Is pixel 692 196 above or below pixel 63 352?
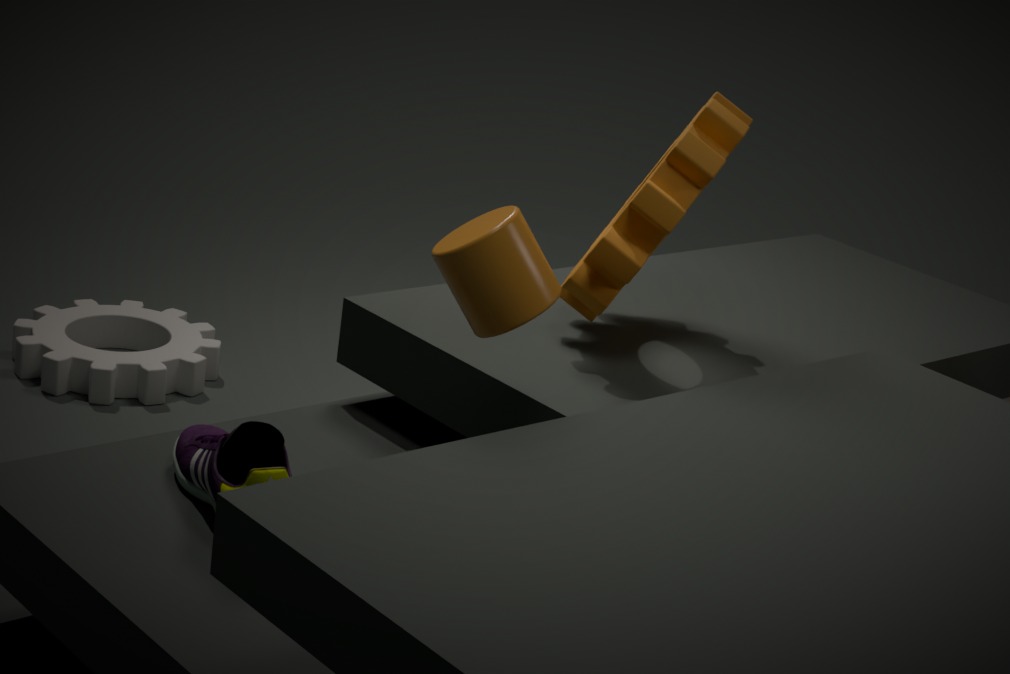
above
